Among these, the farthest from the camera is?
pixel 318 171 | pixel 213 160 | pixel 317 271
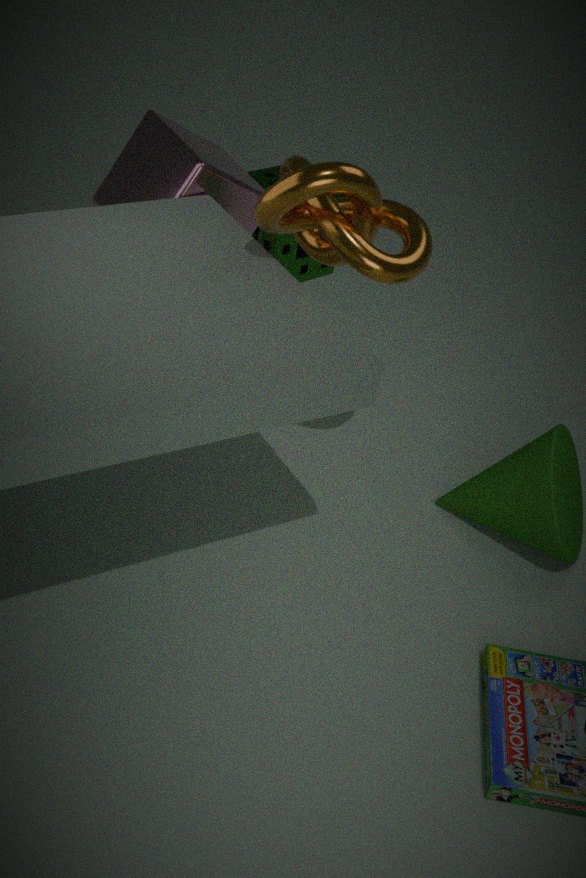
pixel 317 271
